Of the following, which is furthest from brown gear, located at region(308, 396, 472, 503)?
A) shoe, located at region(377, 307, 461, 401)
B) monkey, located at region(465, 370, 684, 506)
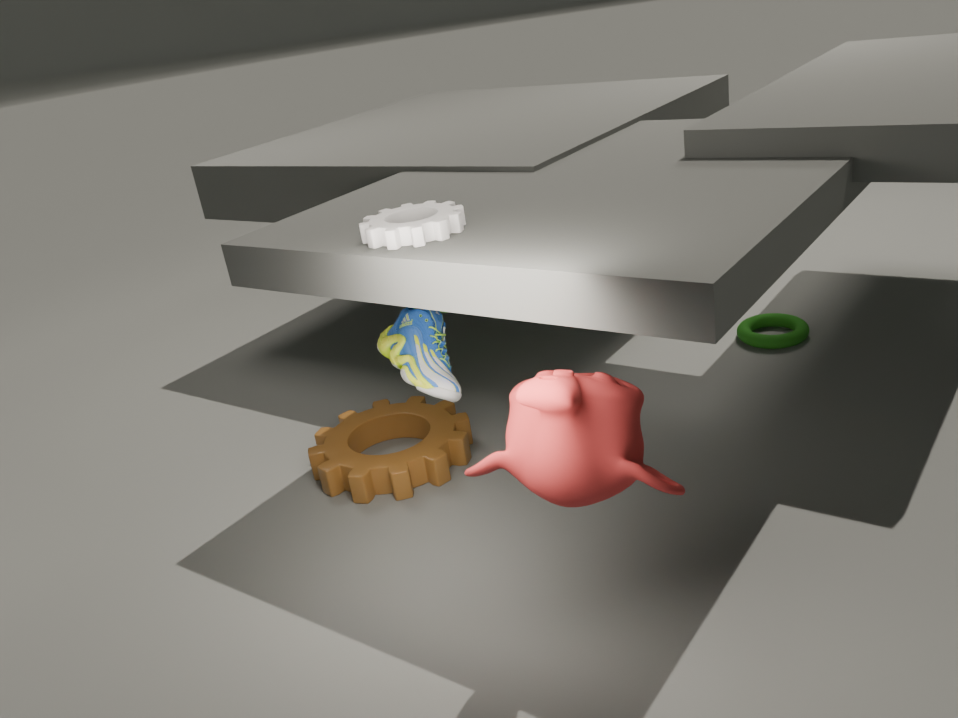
monkey, located at region(465, 370, 684, 506)
